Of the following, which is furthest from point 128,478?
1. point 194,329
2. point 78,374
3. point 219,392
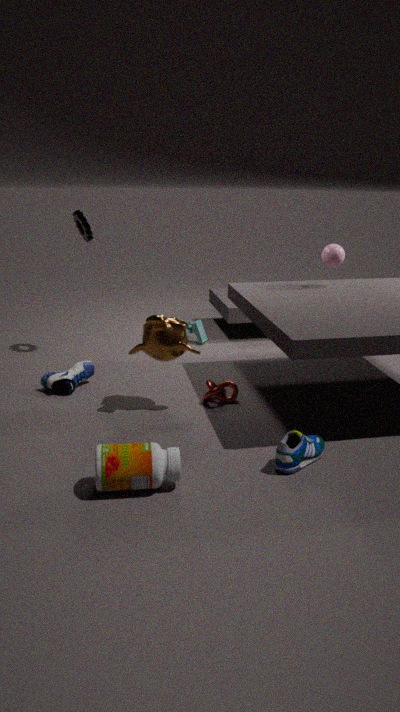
point 194,329
